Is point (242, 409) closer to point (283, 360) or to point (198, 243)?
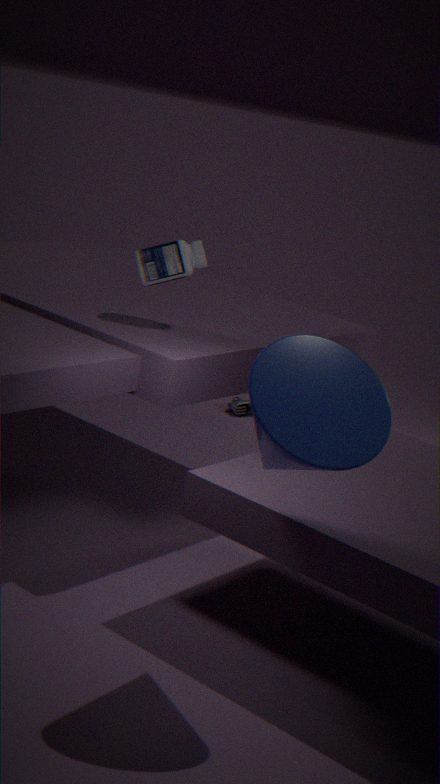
point (198, 243)
